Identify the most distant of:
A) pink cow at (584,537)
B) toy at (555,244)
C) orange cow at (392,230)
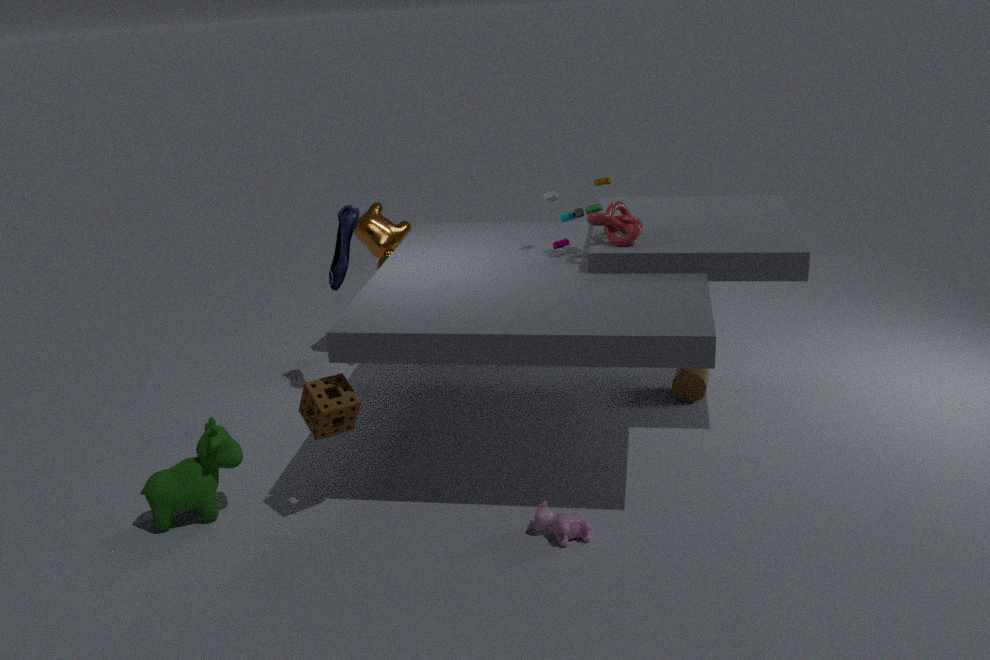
orange cow at (392,230)
